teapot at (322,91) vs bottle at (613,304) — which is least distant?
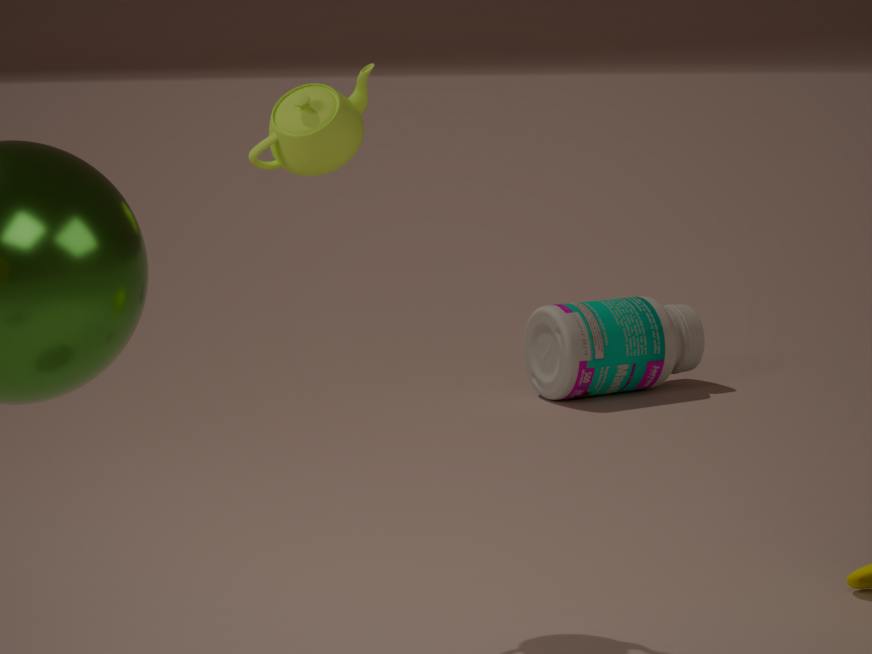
teapot at (322,91)
